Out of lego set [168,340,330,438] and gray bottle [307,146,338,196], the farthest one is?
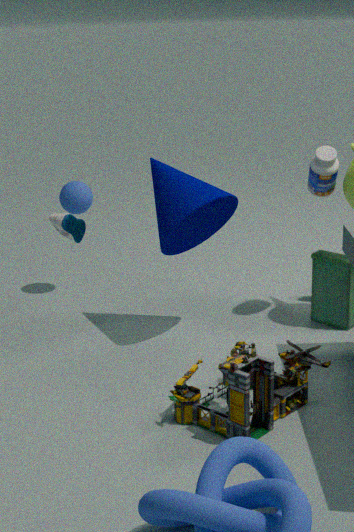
gray bottle [307,146,338,196]
